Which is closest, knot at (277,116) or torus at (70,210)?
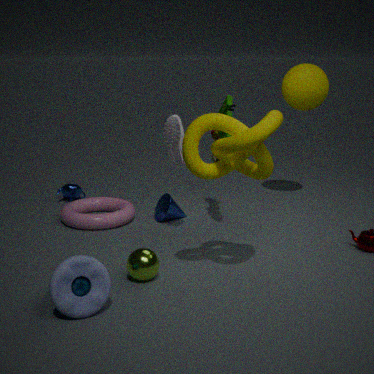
knot at (277,116)
